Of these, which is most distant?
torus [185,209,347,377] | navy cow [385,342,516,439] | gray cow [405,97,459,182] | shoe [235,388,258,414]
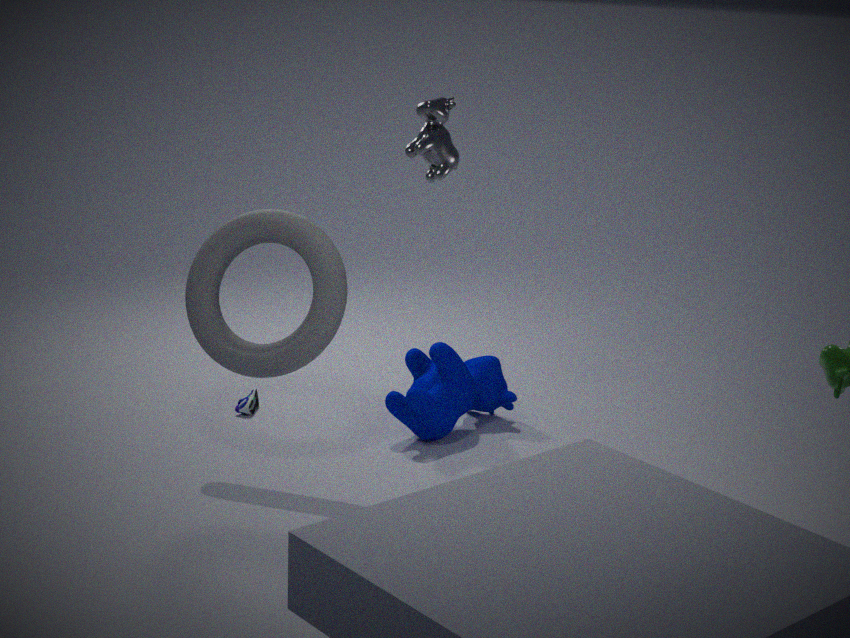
shoe [235,388,258,414]
